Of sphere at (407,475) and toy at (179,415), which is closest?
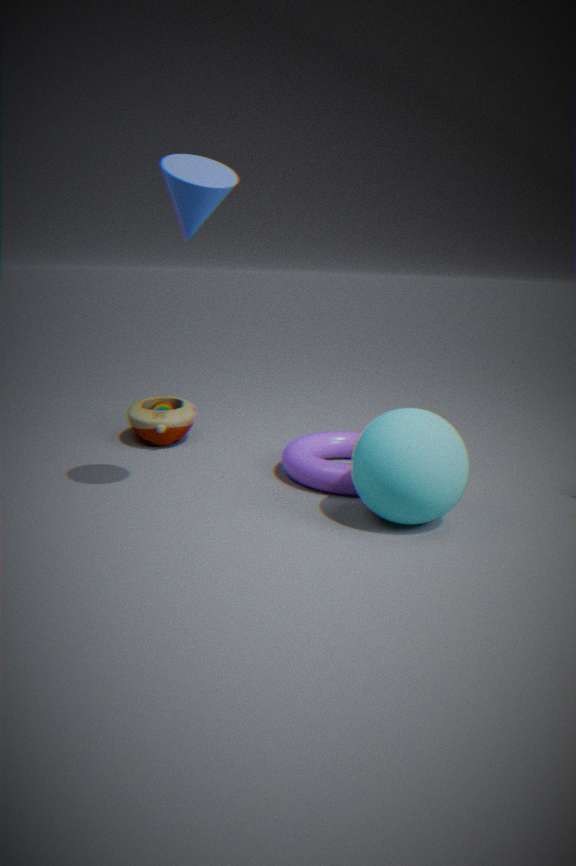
sphere at (407,475)
